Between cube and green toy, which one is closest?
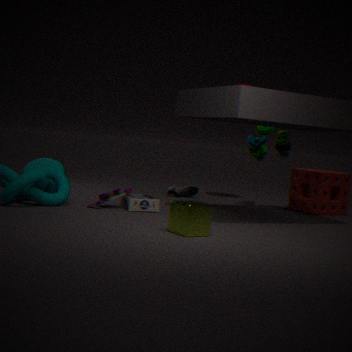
cube
